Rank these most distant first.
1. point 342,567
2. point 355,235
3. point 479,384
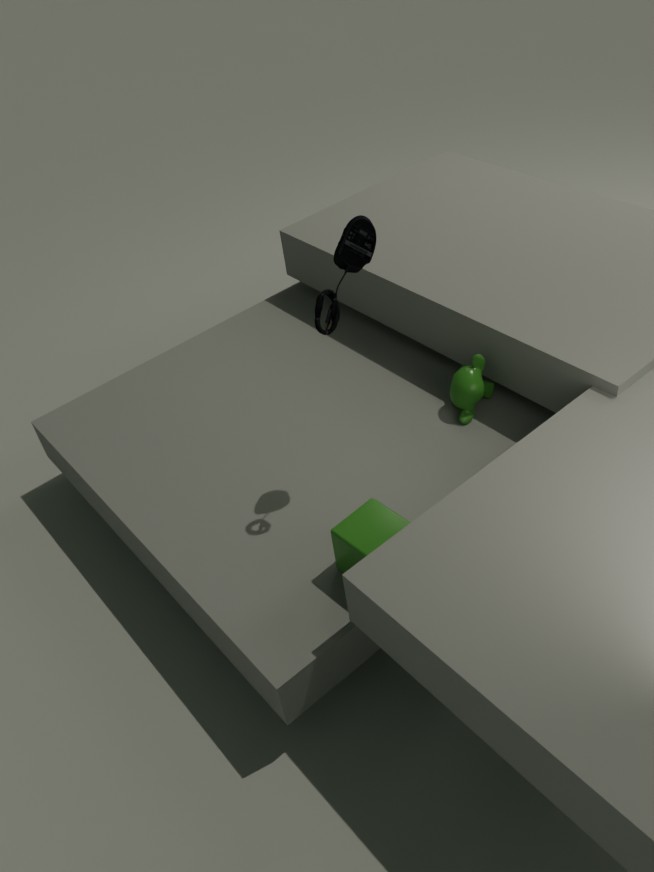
point 479,384, point 342,567, point 355,235
